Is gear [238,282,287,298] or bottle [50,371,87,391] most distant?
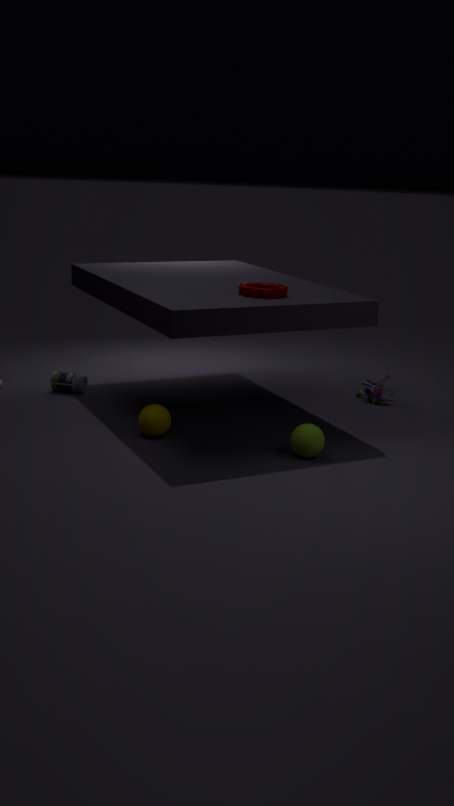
bottle [50,371,87,391]
